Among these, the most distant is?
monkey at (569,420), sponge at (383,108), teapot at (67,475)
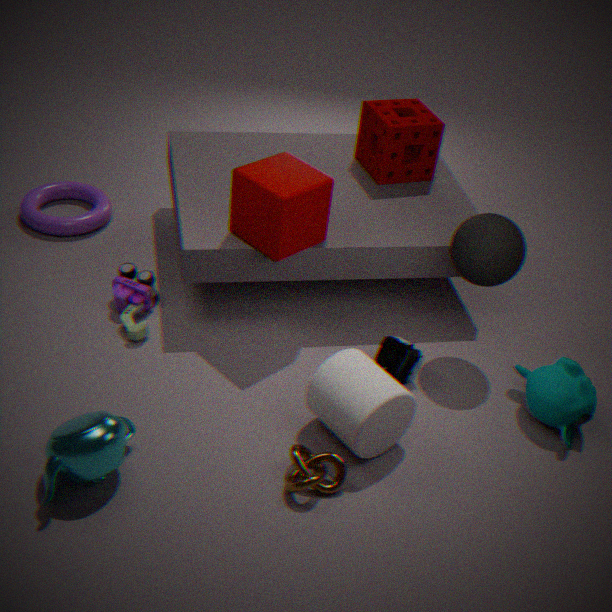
Result: sponge at (383,108)
